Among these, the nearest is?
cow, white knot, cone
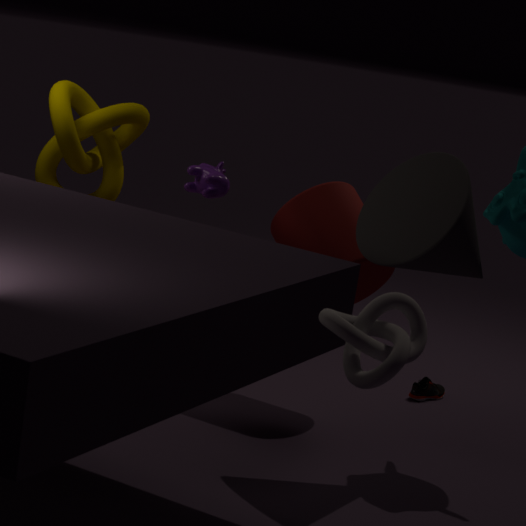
white knot
